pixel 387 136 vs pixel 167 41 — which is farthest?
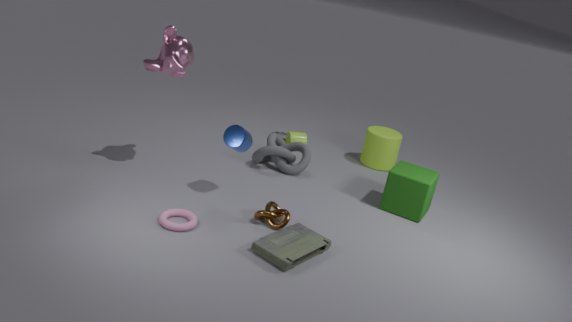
pixel 387 136
